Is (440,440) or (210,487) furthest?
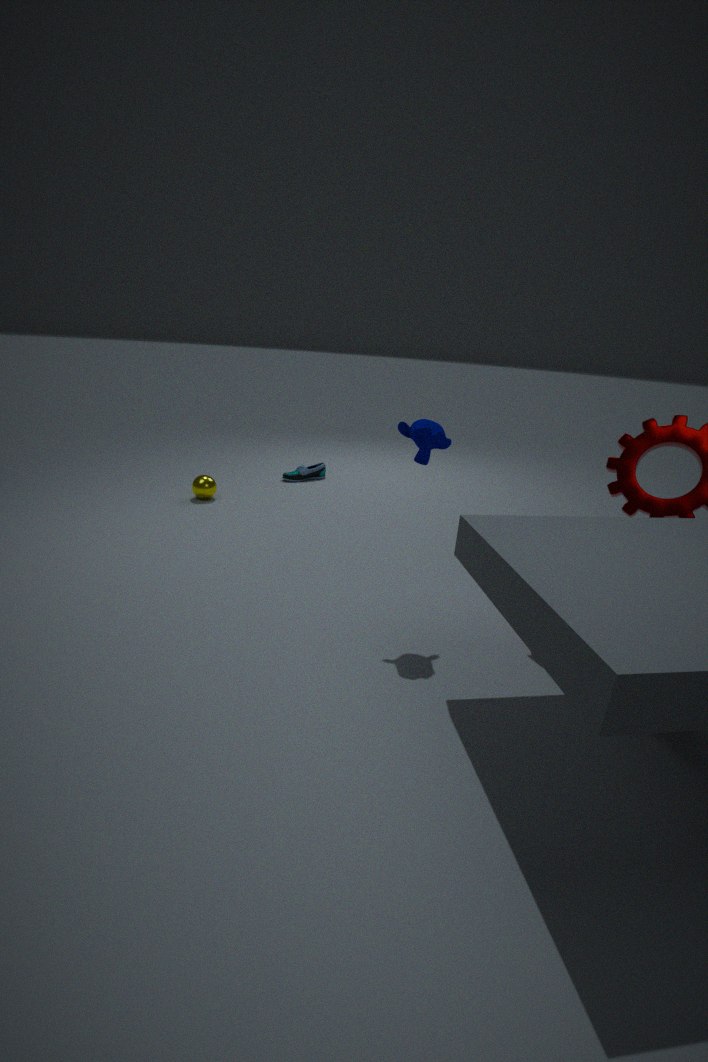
(210,487)
